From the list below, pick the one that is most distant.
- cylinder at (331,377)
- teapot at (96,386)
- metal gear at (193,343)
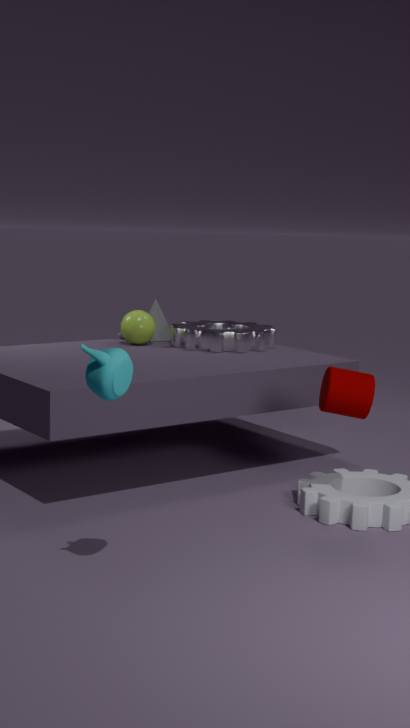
metal gear at (193,343)
